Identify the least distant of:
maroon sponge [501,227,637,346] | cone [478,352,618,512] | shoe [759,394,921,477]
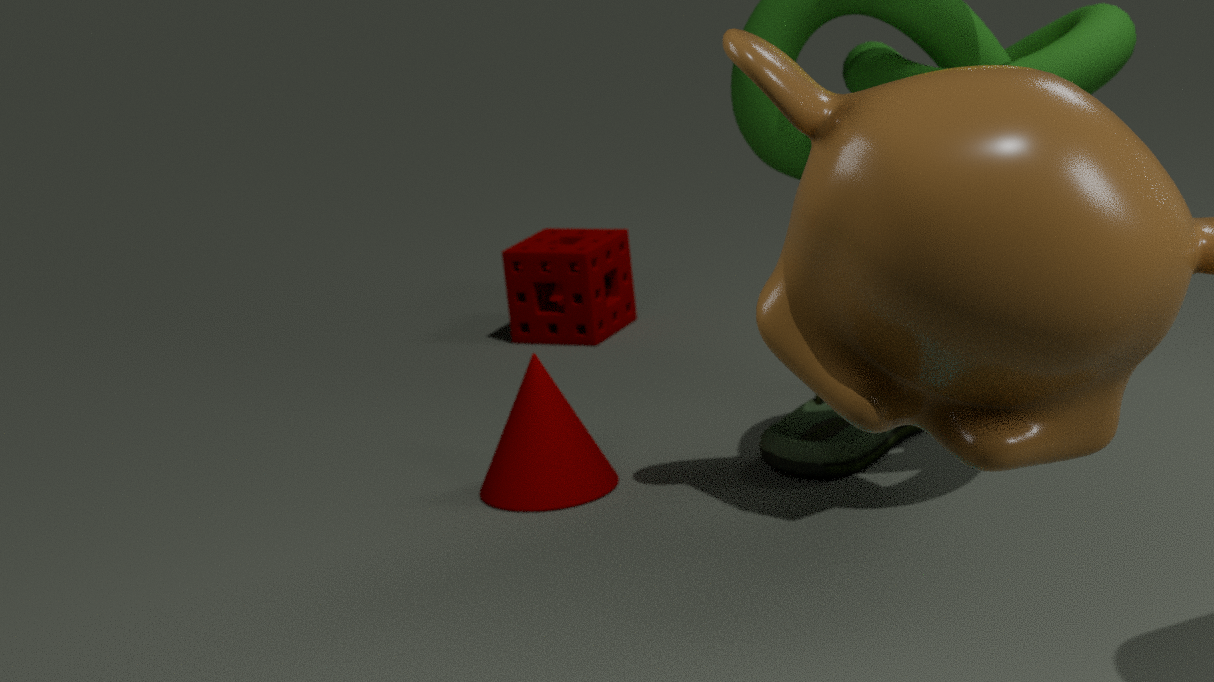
shoe [759,394,921,477]
